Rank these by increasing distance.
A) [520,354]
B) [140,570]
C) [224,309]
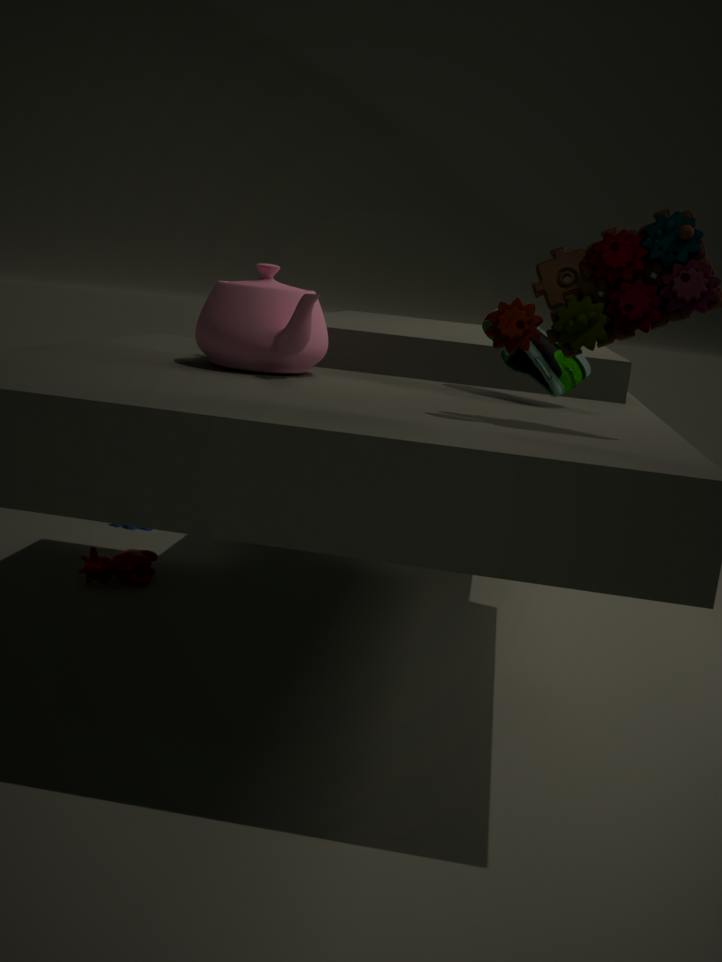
[224,309] < [520,354] < [140,570]
